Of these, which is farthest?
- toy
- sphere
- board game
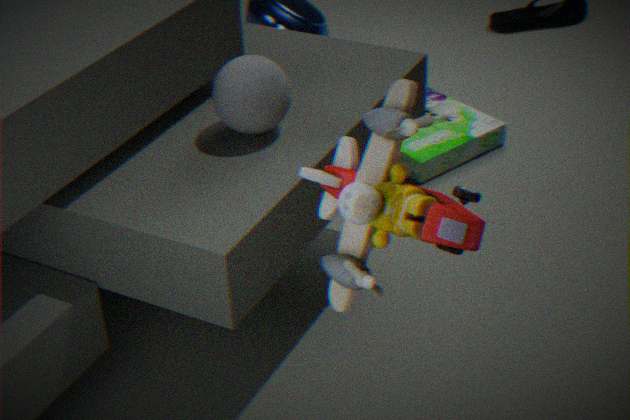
board game
